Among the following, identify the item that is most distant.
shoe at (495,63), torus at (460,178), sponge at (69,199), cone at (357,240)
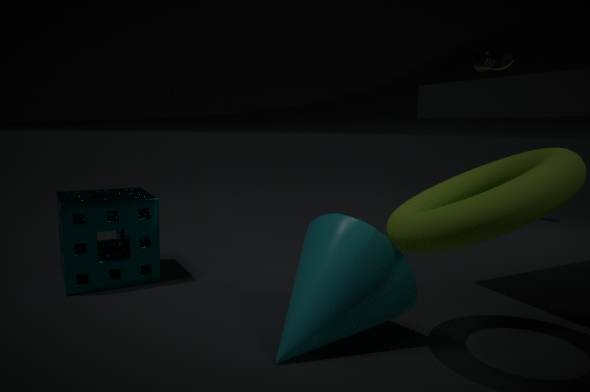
shoe at (495,63)
